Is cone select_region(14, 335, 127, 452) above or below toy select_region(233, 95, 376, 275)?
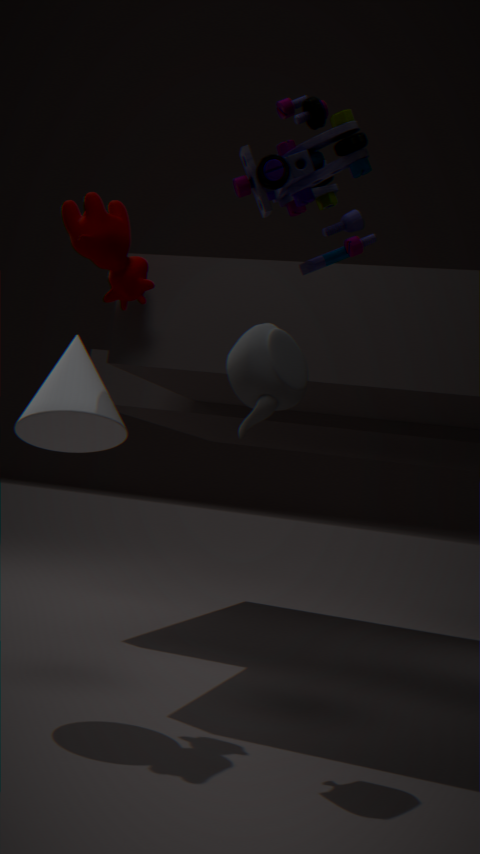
below
